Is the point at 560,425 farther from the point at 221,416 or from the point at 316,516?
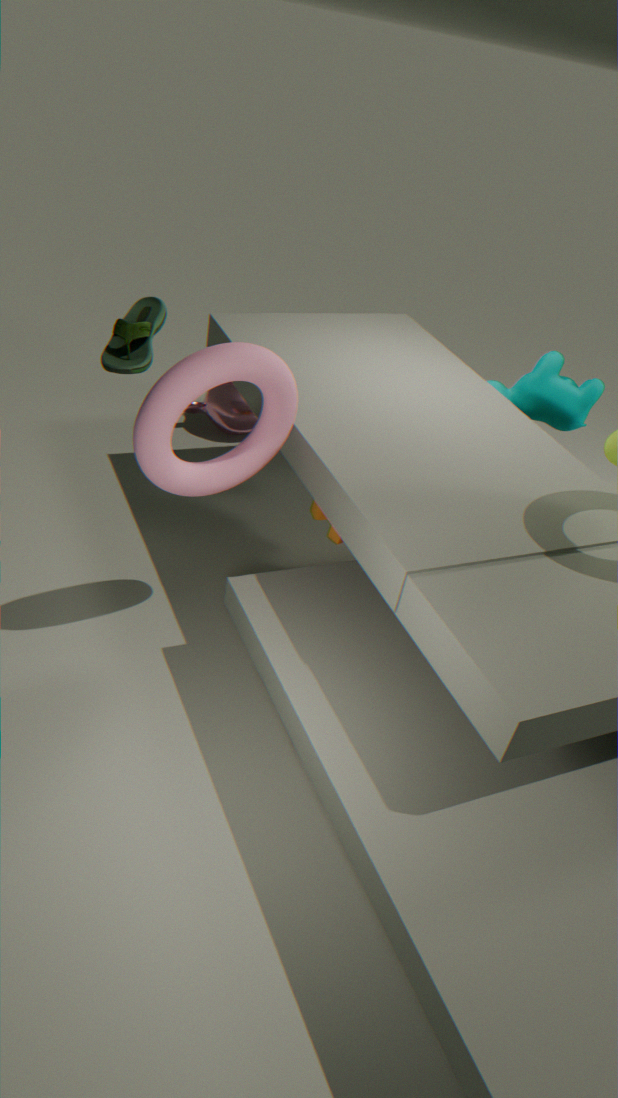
the point at 221,416
